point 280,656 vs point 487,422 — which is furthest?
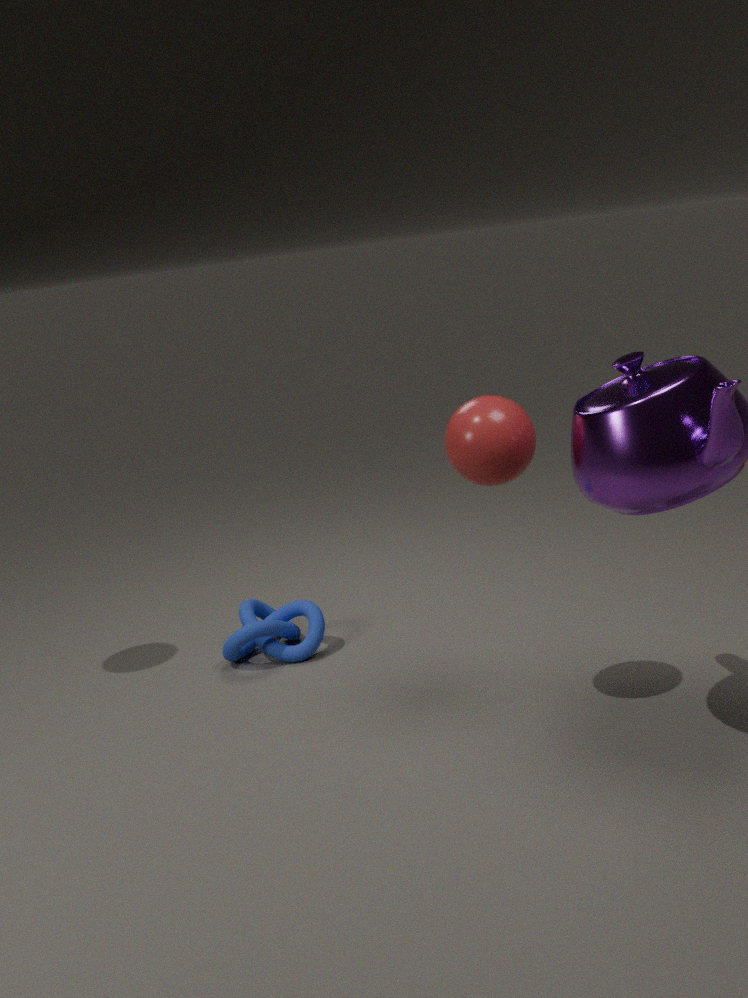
point 280,656
